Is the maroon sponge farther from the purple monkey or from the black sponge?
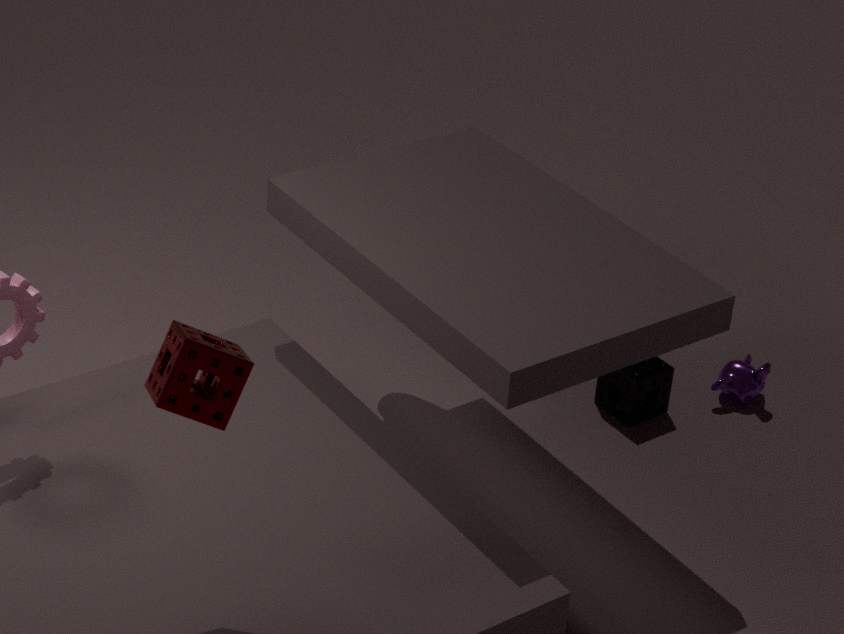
the purple monkey
